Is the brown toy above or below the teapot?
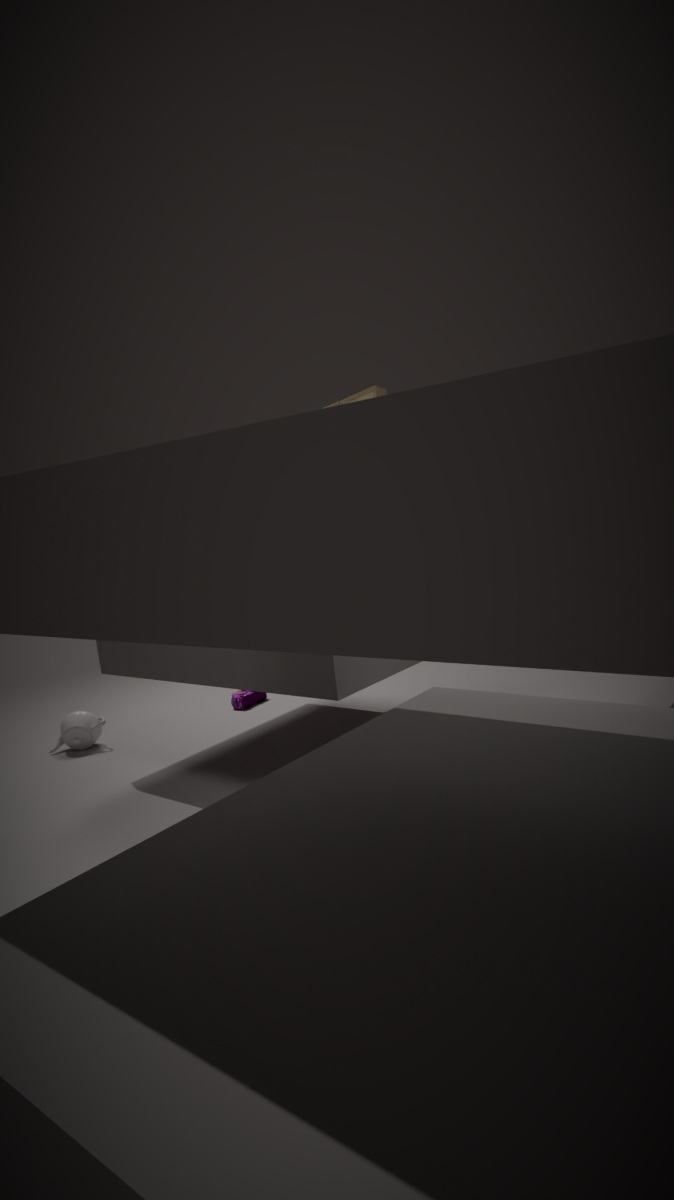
above
